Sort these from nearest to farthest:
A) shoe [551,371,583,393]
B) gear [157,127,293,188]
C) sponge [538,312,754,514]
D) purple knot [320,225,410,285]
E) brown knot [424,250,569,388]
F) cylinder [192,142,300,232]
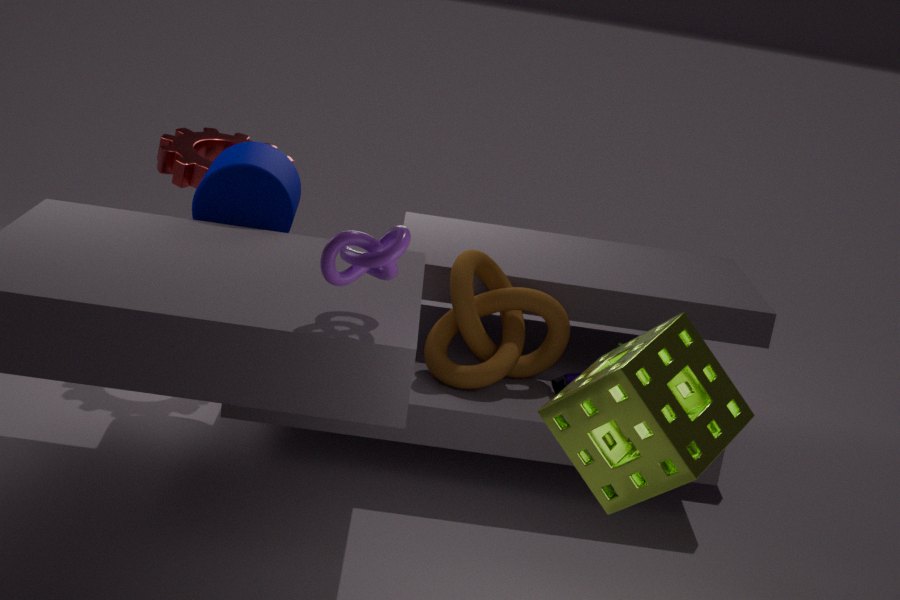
sponge [538,312,754,514] → purple knot [320,225,410,285] → cylinder [192,142,300,232] → brown knot [424,250,569,388] → shoe [551,371,583,393] → gear [157,127,293,188]
